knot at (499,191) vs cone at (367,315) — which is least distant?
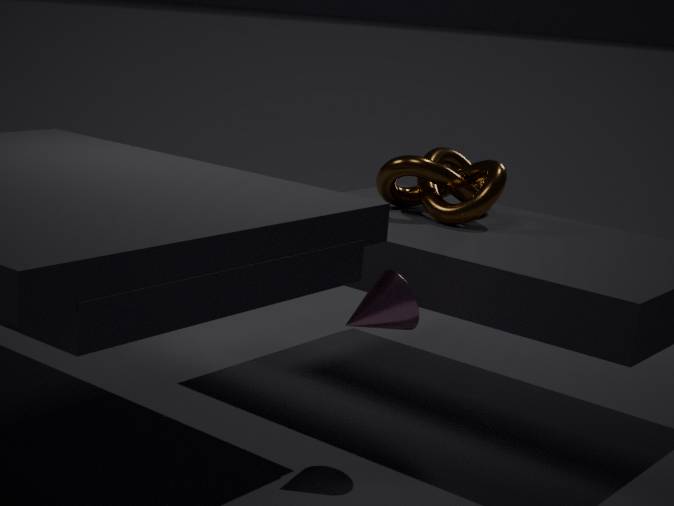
cone at (367,315)
